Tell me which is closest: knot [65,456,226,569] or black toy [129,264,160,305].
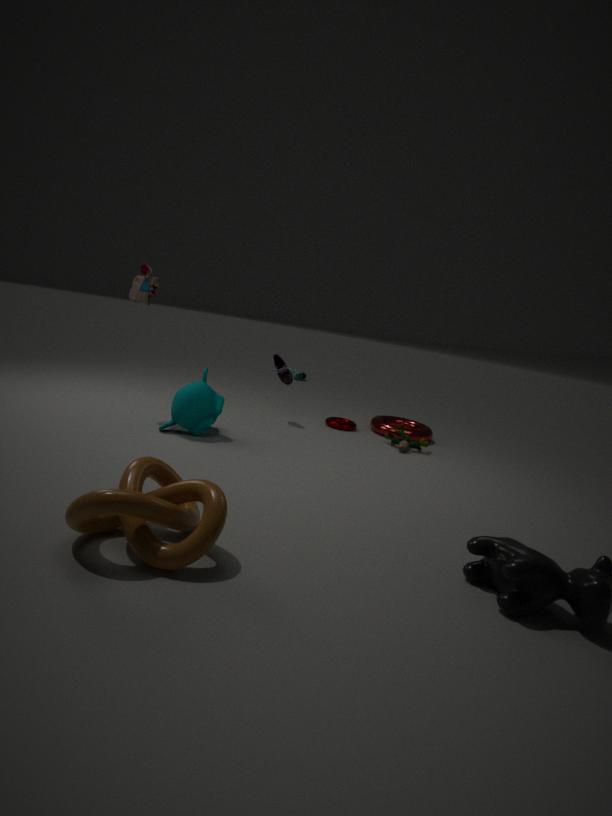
knot [65,456,226,569]
